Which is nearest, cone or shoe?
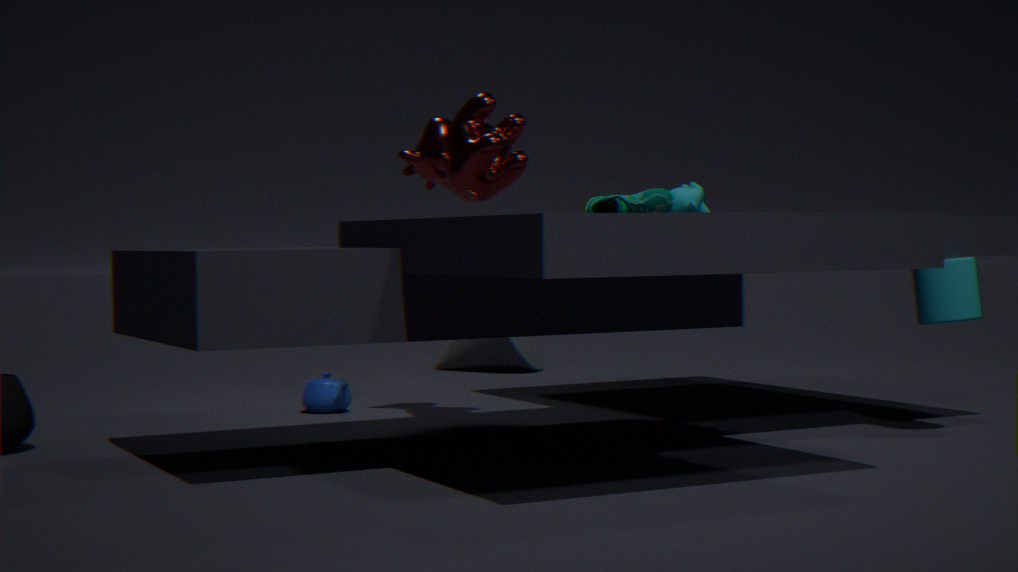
shoe
